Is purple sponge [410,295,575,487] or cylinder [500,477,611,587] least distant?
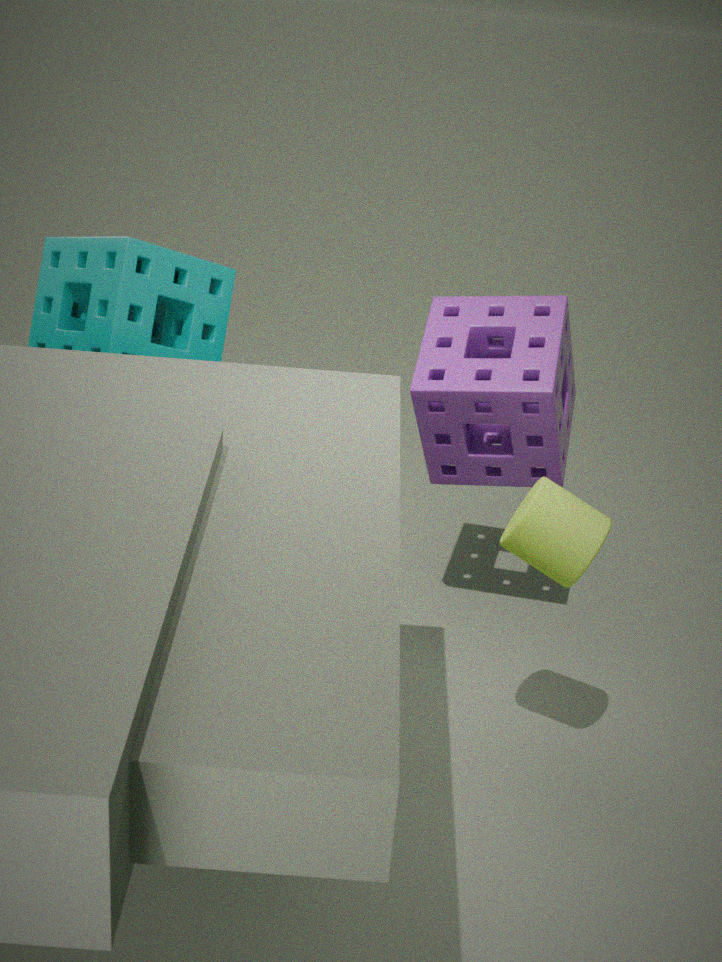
cylinder [500,477,611,587]
